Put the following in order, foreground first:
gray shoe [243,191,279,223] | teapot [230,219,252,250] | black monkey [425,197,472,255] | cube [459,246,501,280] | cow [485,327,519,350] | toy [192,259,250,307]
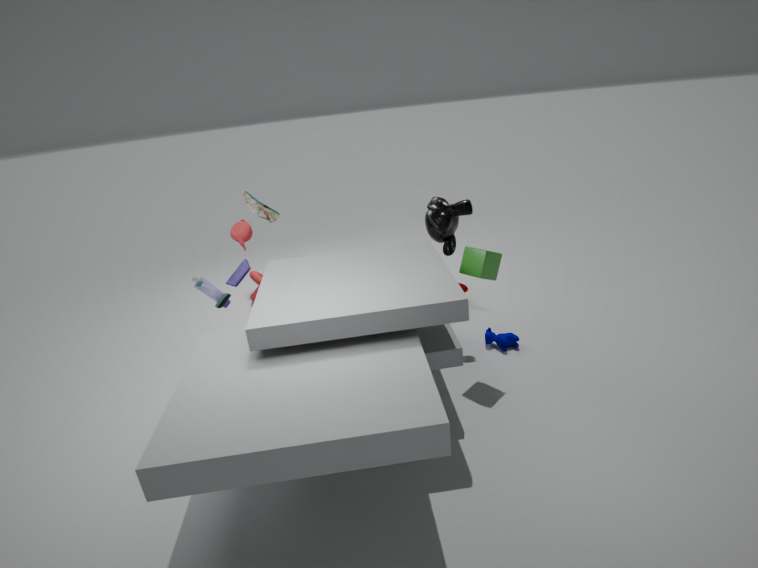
cube [459,246,501,280]
toy [192,259,250,307]
black monkey [425,197,472,255]
cow [485,327,519,350]
teapot [230,219,252,250]
gray shoe [243,191,279,223]
